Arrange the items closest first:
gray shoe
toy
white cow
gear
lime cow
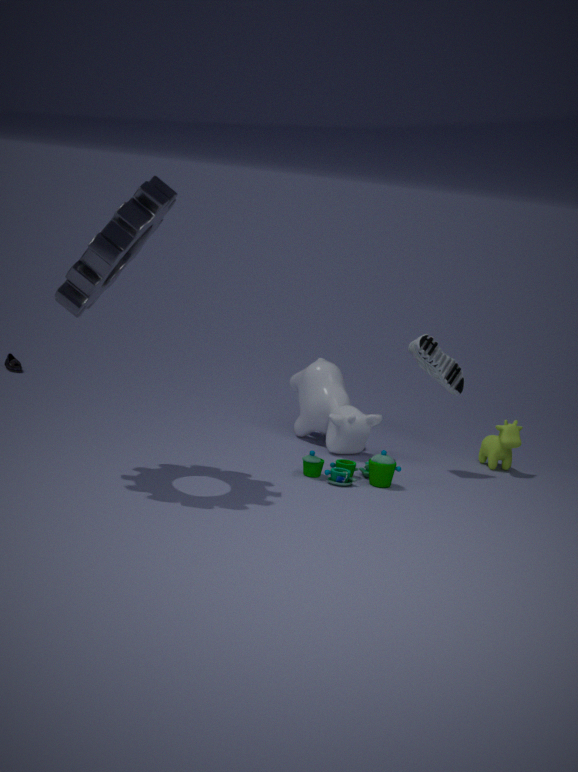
1. gear
2. toy
3. gray shoe
4. white cow
5. lime cow
